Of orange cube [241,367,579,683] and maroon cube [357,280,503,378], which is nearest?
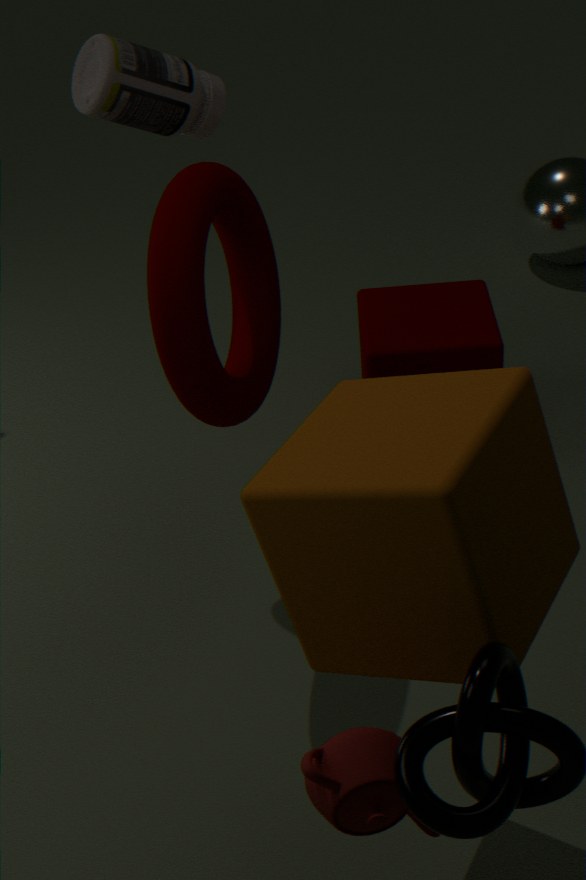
orange cube [241,367,579,683]
